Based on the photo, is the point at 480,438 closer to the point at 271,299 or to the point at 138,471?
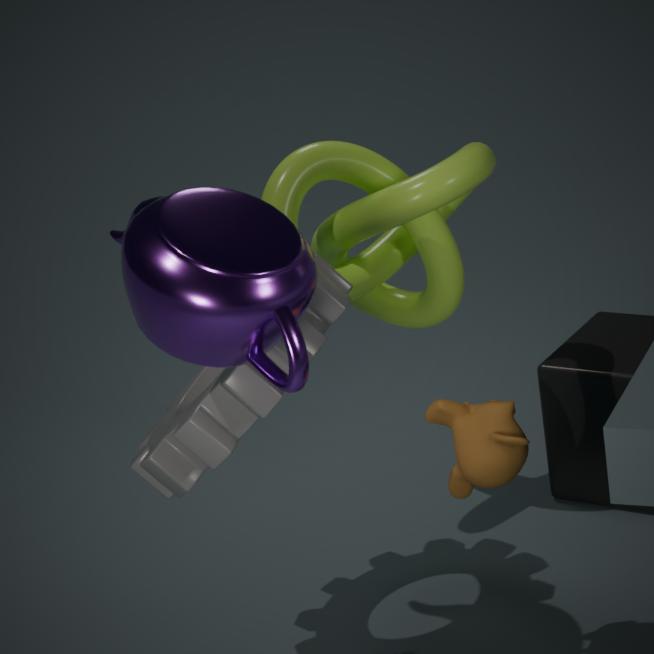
the point at 138,471
